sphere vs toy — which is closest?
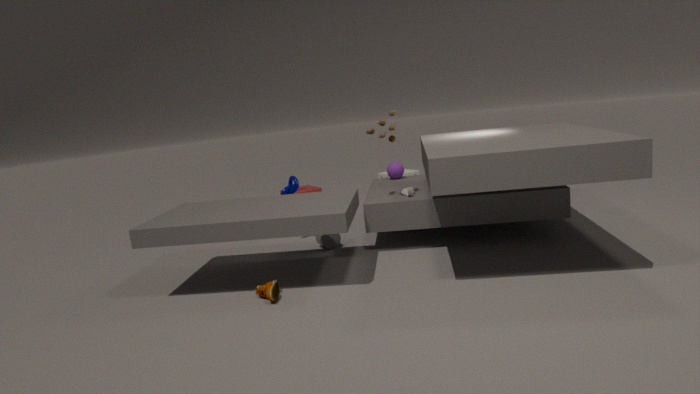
toy
